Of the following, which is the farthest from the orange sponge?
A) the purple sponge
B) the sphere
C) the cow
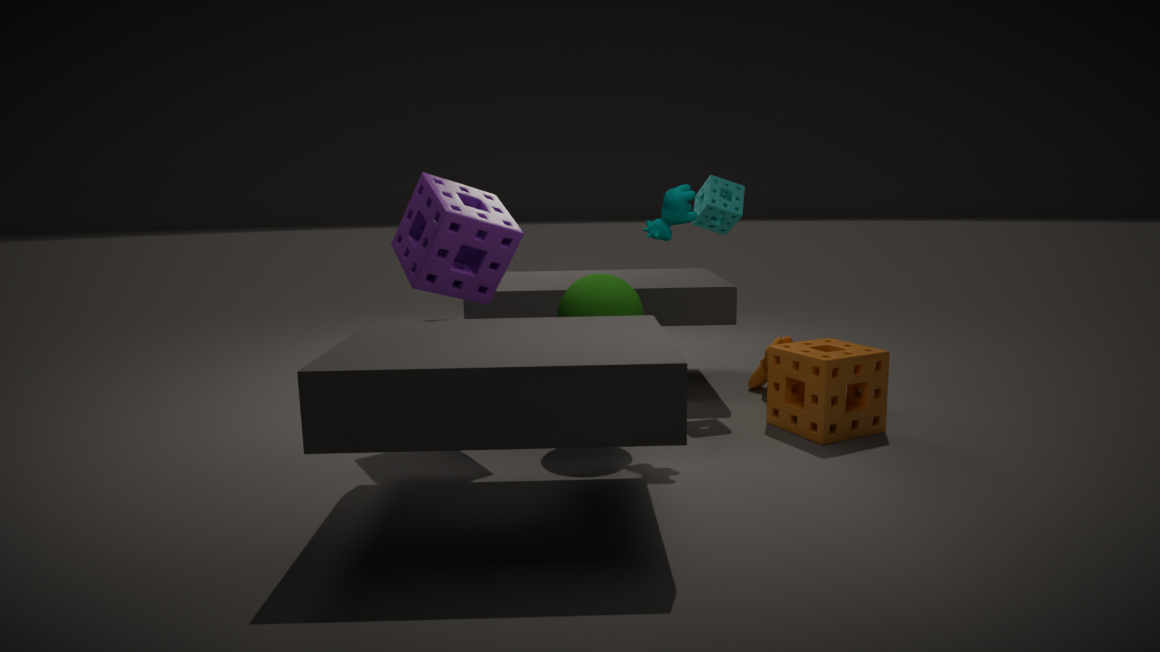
the purple sponge
